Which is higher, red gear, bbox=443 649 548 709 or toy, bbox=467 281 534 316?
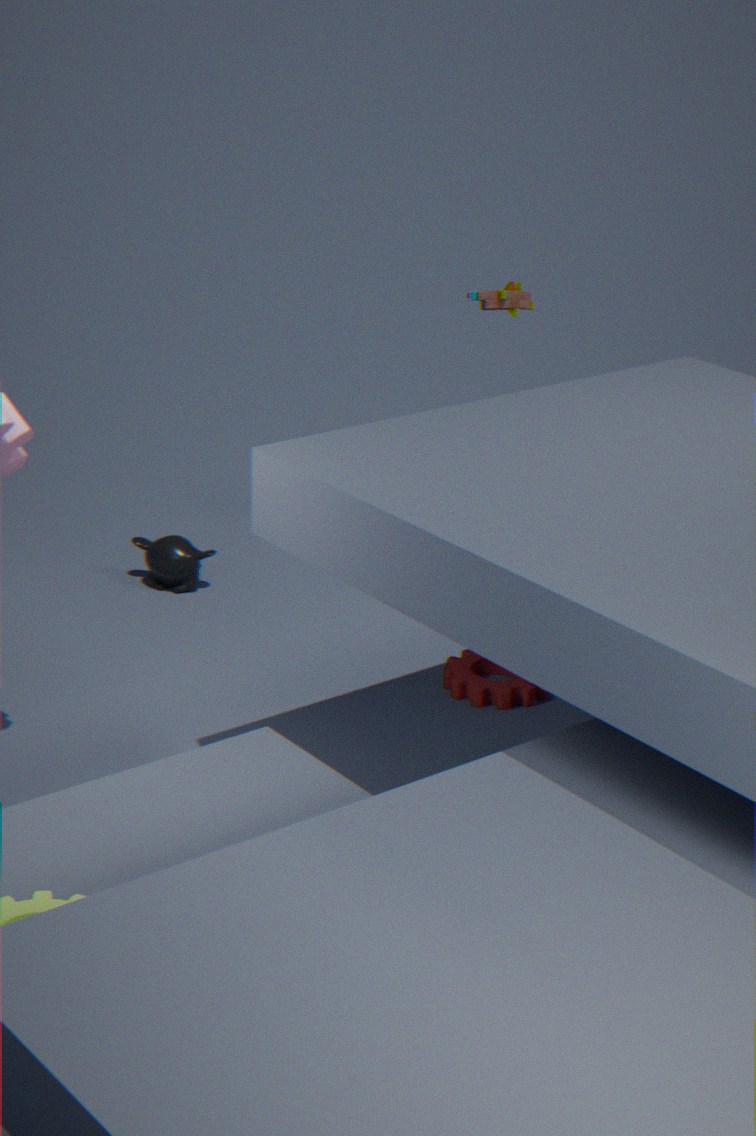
toy, bbox=467 281 534 316
